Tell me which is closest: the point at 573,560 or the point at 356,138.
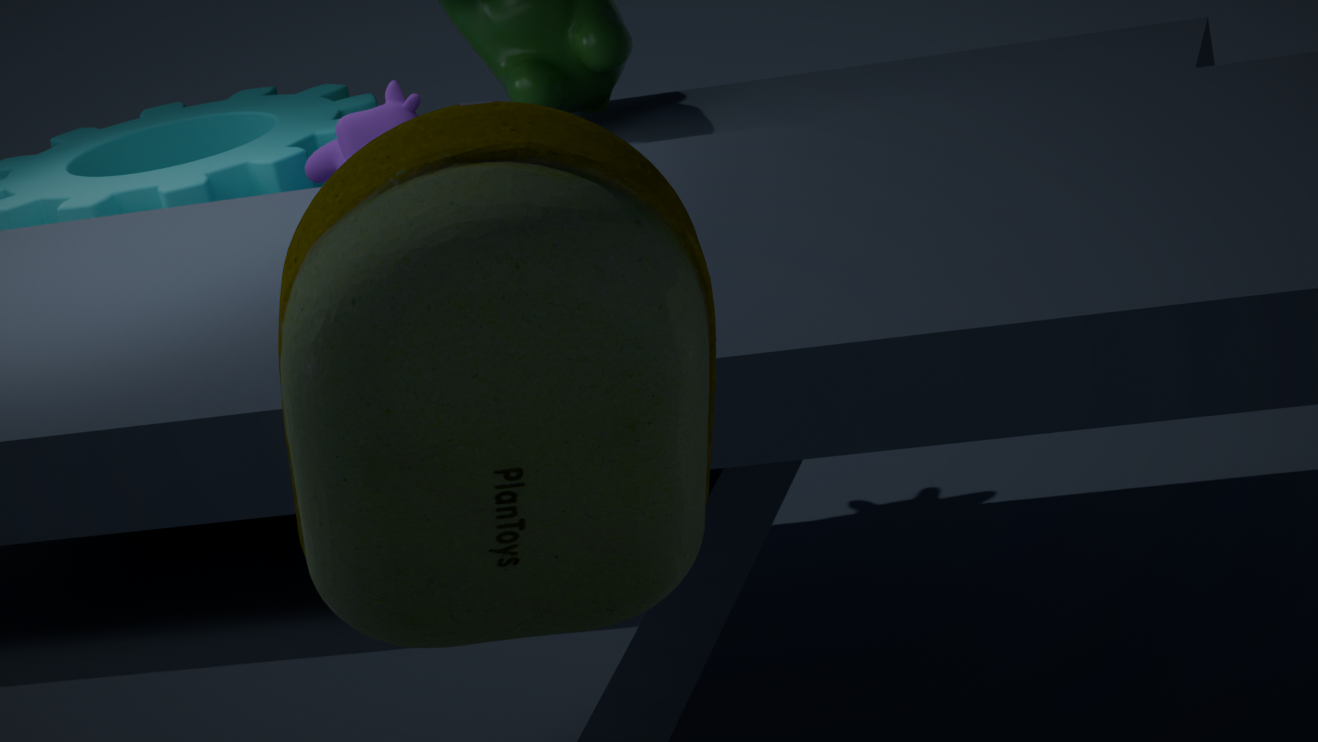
the point at 573,560
